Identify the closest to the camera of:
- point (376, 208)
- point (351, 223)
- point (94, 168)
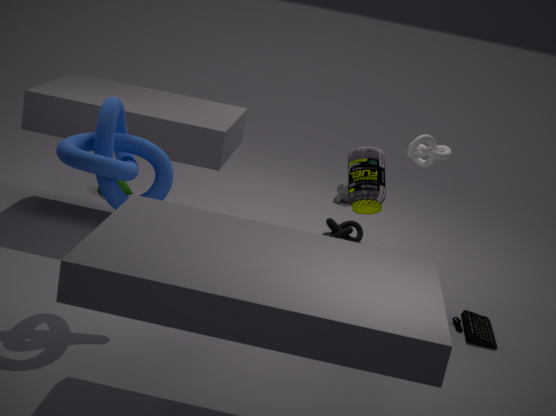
point (94, 168)
